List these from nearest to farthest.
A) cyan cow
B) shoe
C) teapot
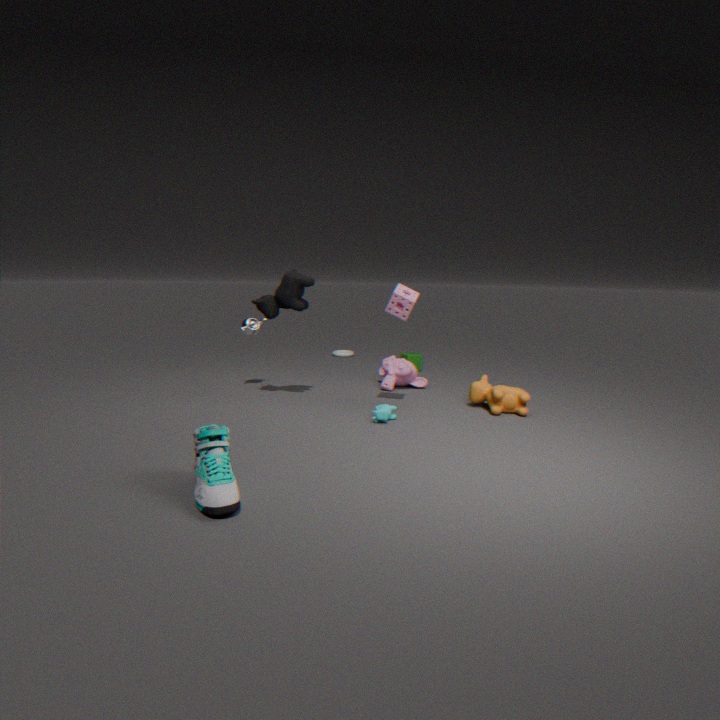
shoe, cyan cow, teapot
